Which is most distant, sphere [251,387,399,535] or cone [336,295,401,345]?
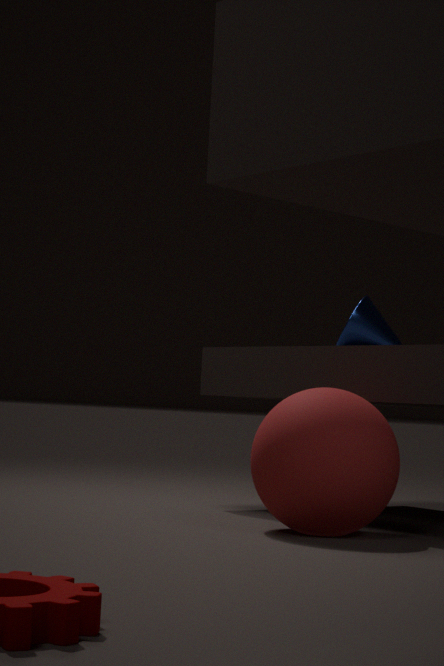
cone [336,295,401,345]
